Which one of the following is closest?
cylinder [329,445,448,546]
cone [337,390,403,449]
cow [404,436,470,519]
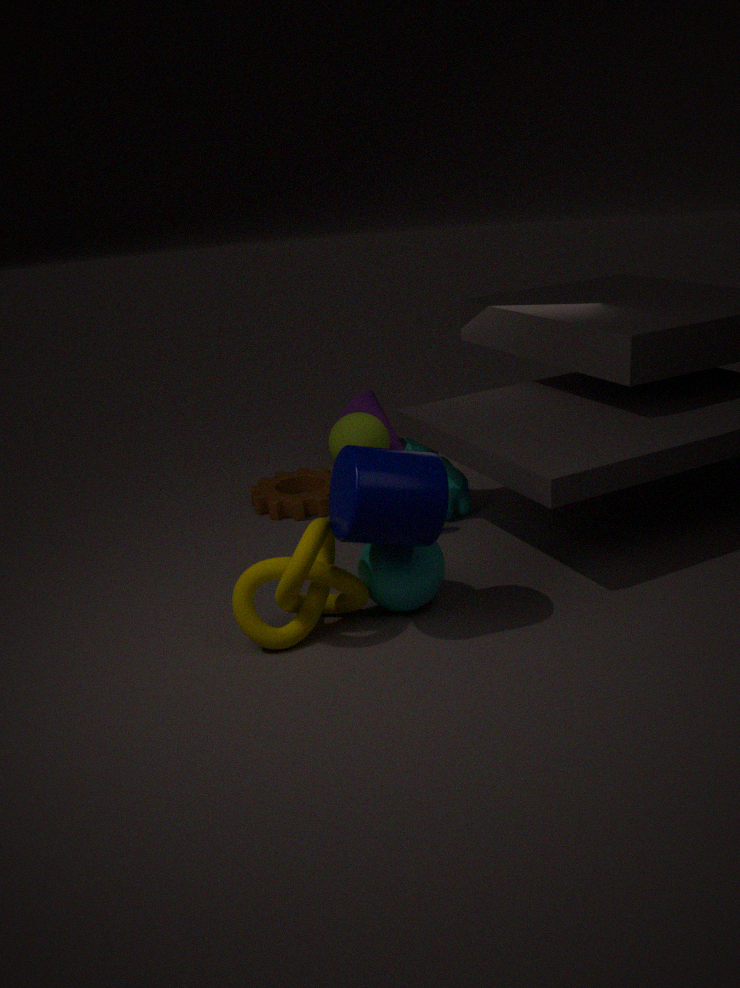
cylinder [329,445,448,546]
